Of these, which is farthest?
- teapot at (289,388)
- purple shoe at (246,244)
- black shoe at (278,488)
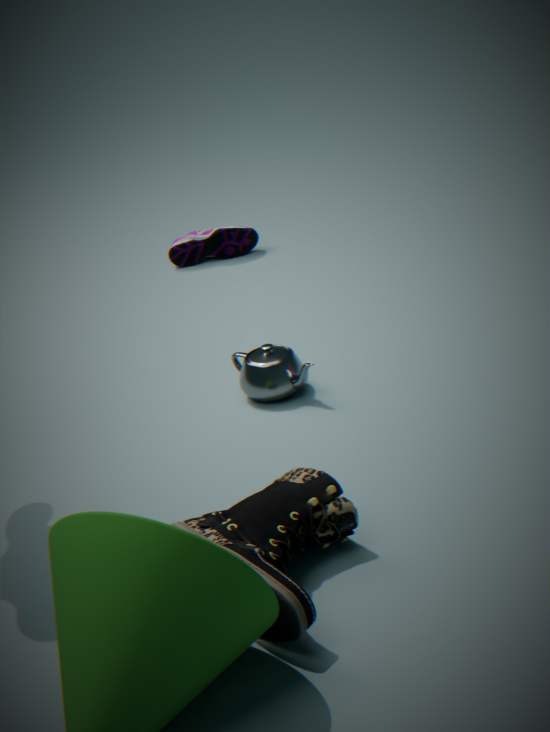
purple shoe at (246,244)
